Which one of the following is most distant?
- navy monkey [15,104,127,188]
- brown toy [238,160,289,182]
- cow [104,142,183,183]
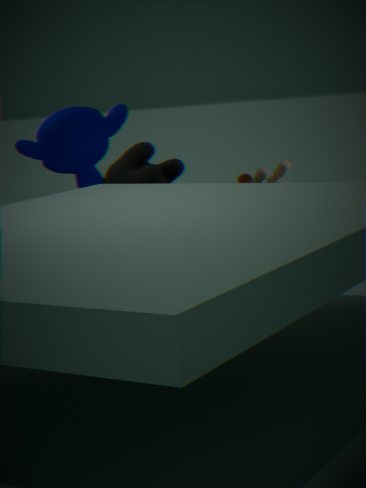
navy monkey [15,104,127,188]
